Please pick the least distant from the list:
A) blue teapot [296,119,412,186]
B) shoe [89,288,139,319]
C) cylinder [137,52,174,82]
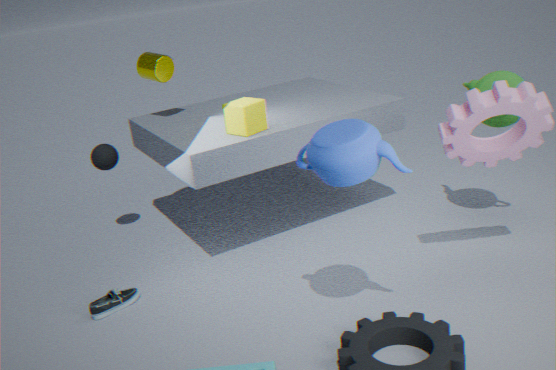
blue teapot [296,119,412,186]
